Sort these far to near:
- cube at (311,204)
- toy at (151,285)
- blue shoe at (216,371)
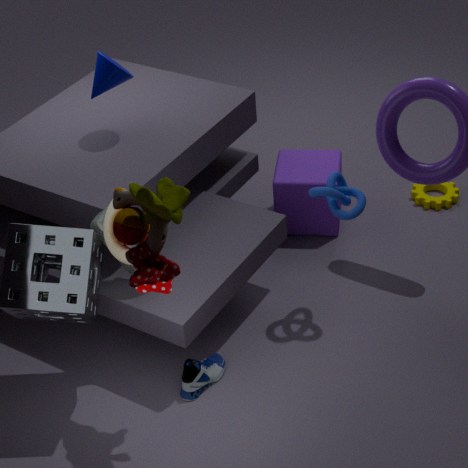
1. cube at (311,204)
2. blue shoe at (216,371)
3. toy at (151,285)
